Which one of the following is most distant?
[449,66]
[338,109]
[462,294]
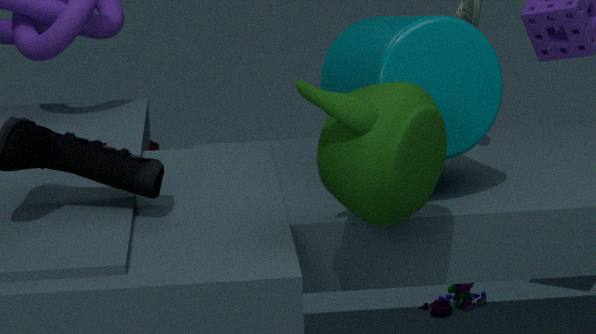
[462,294]
